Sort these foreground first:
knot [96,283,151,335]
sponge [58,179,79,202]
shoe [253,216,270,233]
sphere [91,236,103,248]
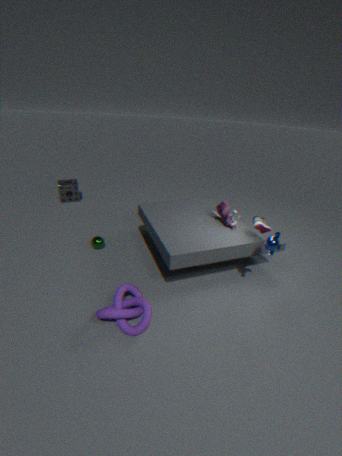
knot [96,283,151,335]
shoe [253,216,270,233]
sphere [91,236,103,248]
sponge [58,179,79,202]
